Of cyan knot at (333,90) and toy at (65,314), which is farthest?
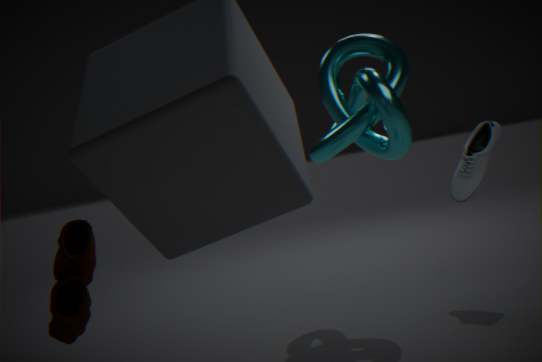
cyan knot at (333,90)
